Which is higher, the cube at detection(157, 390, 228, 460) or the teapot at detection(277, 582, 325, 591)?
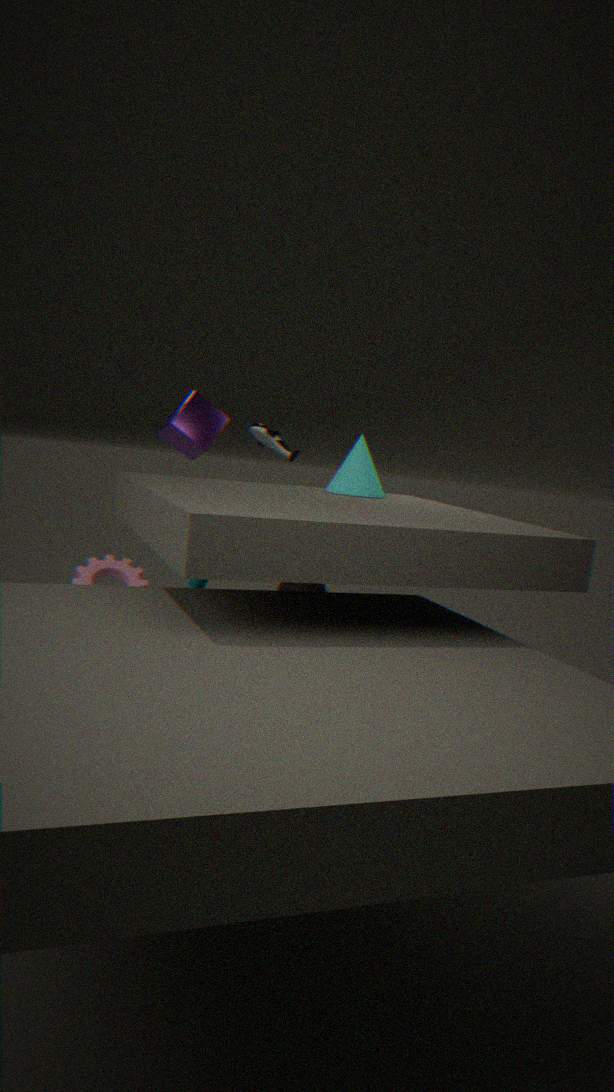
the cube at detection(157, 390, 228, 460)
